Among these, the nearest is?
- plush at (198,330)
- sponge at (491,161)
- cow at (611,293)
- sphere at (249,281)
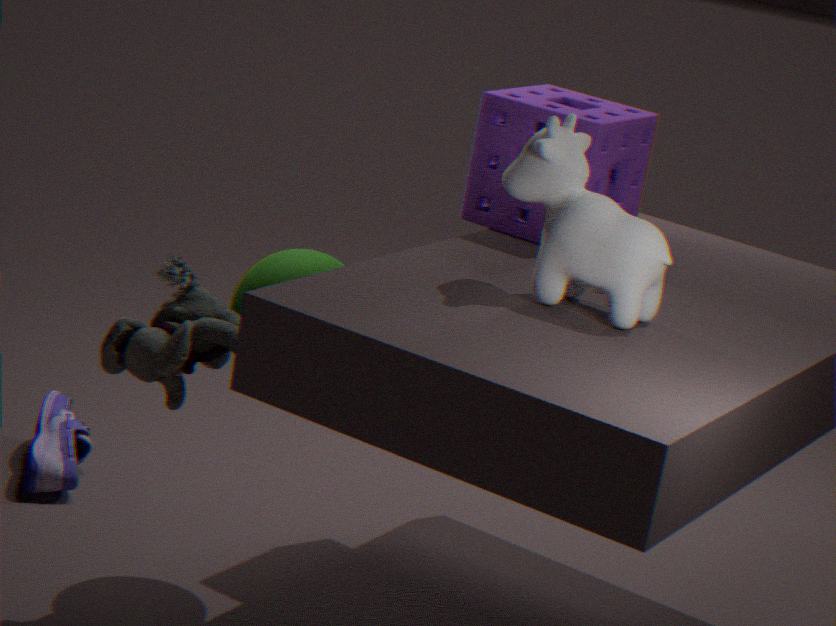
cow at (611,293)
